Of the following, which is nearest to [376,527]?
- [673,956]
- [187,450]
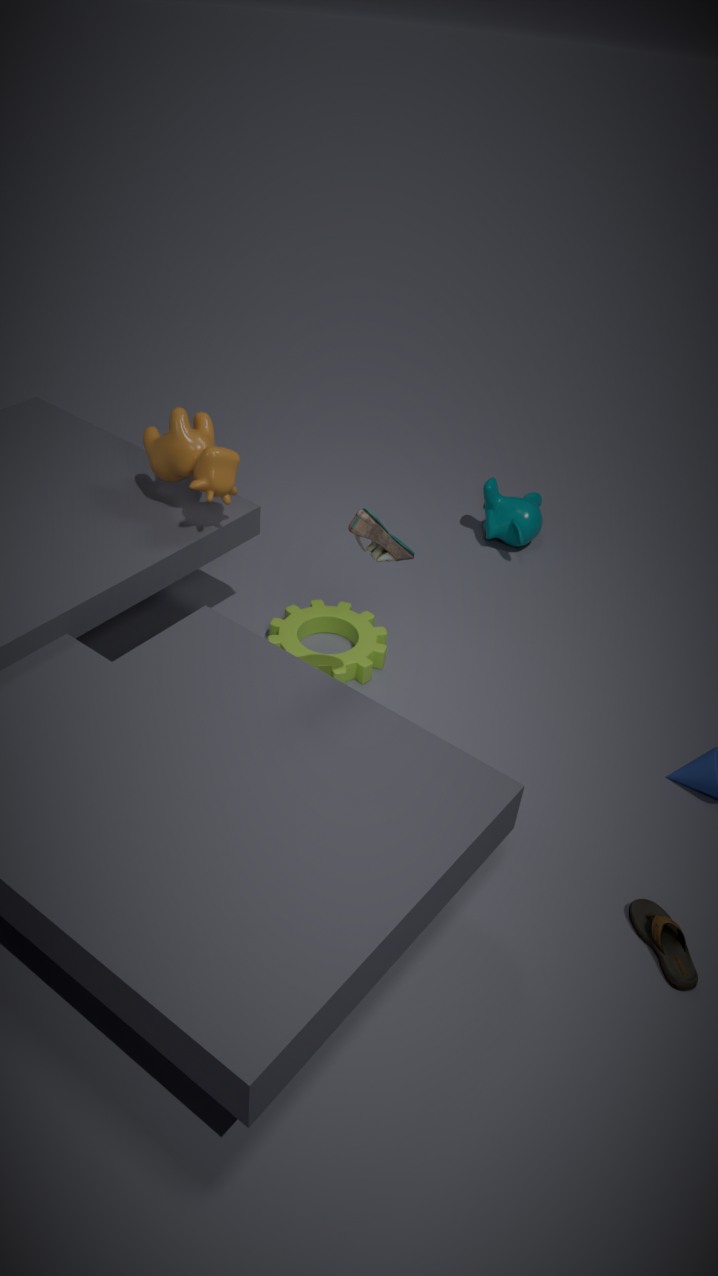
[187,450]
